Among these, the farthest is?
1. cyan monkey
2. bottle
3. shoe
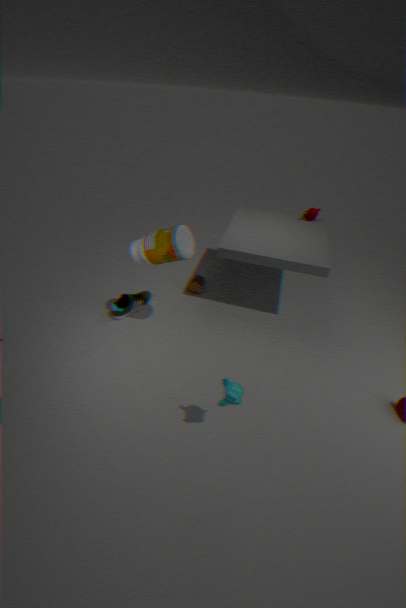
shoe
